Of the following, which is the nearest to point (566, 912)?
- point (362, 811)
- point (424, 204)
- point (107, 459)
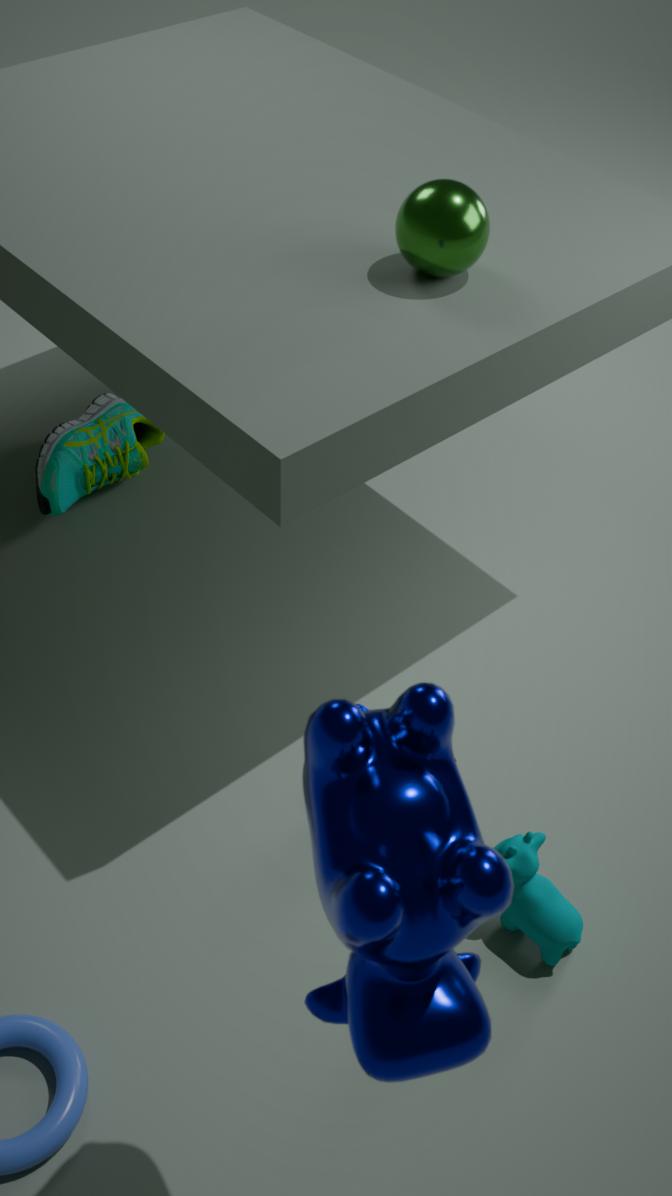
point (362, 811)
